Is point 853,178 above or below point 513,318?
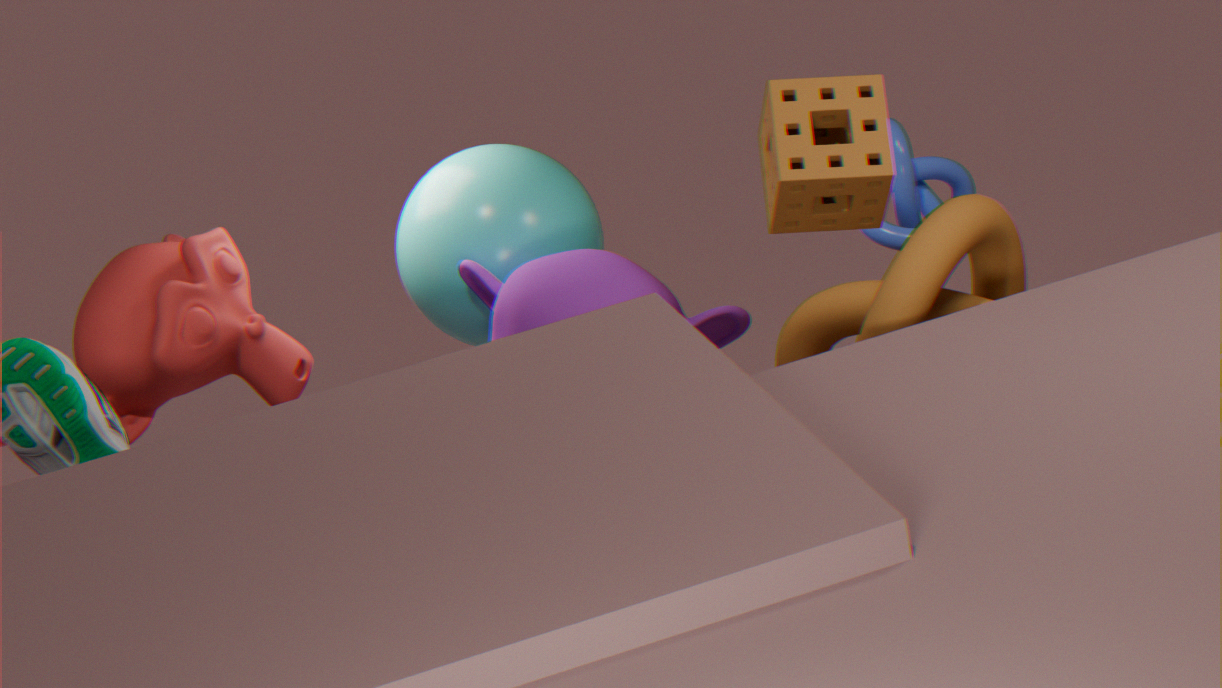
above
